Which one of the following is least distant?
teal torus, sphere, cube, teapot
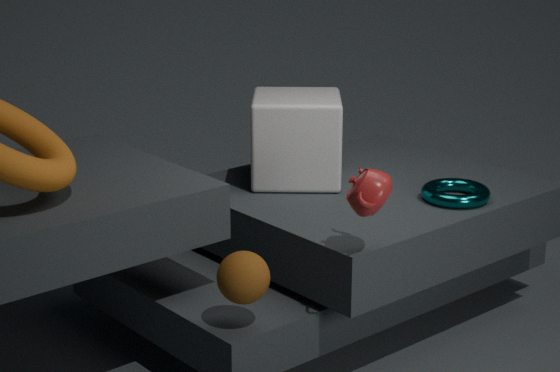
teapot
